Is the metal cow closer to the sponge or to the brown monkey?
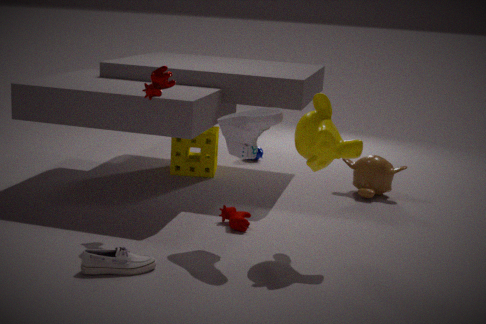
the sponge
